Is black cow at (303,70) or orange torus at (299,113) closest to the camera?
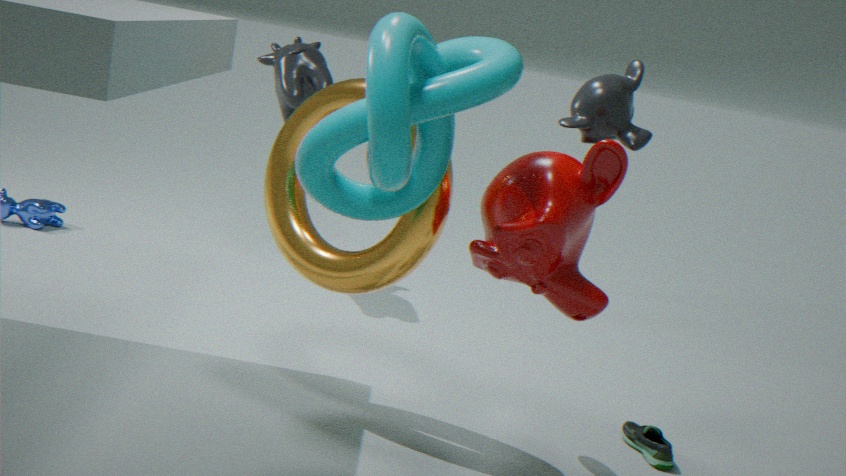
orange torus at (299,113)
